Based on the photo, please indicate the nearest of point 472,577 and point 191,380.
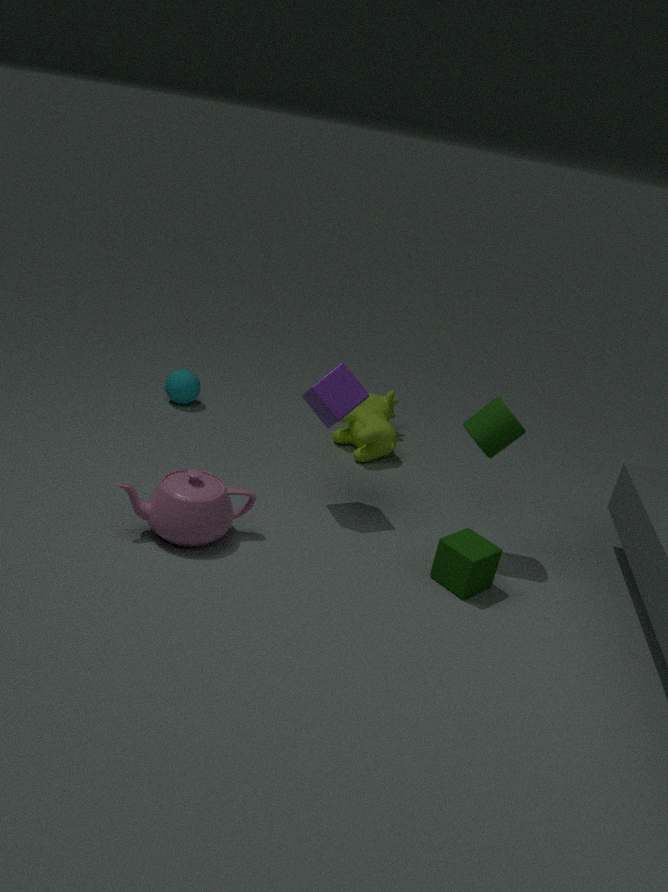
point 472,577
